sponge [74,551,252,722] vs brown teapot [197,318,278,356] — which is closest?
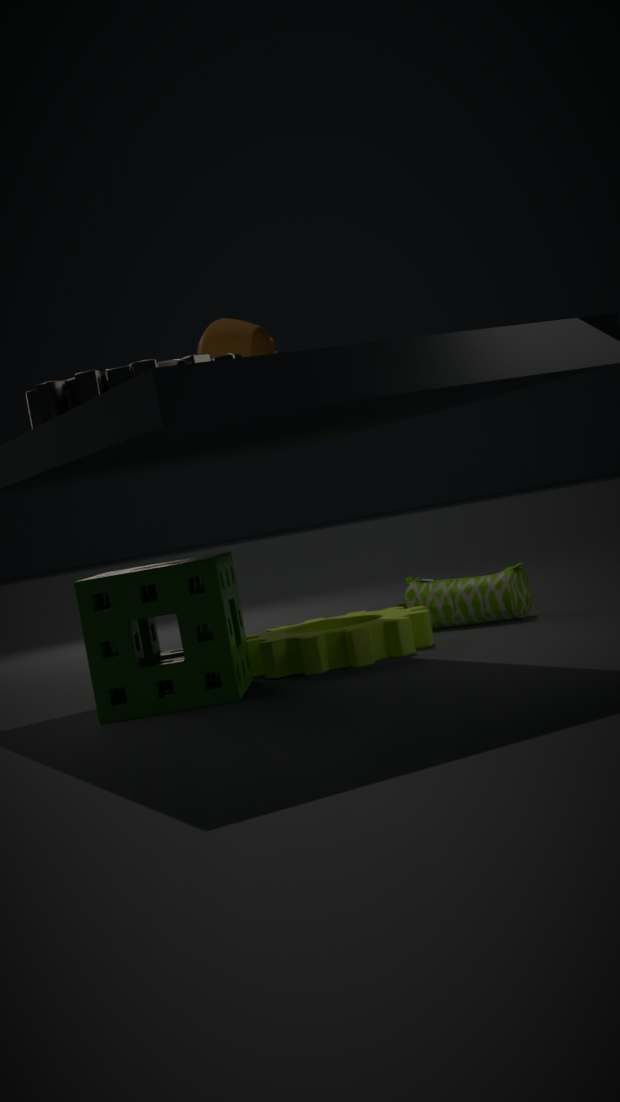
sponge [74,551,252,722]
